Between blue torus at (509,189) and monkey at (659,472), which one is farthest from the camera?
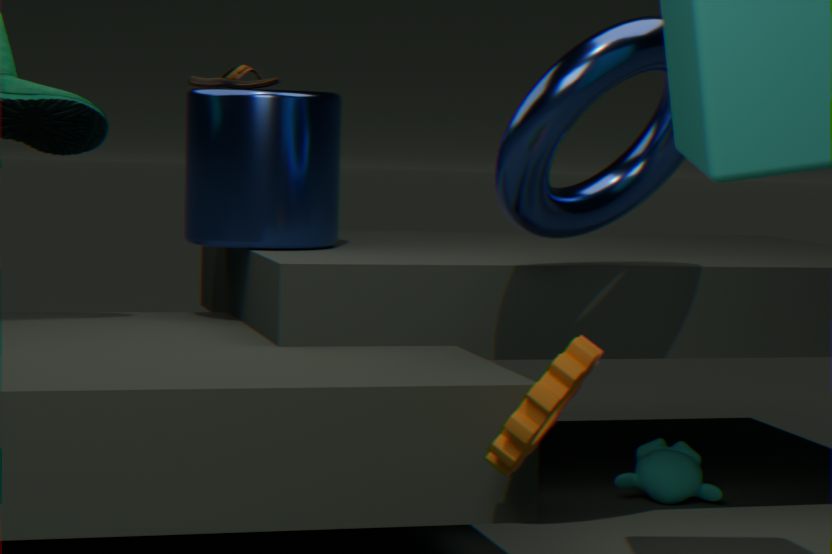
monkey at (659,472)
